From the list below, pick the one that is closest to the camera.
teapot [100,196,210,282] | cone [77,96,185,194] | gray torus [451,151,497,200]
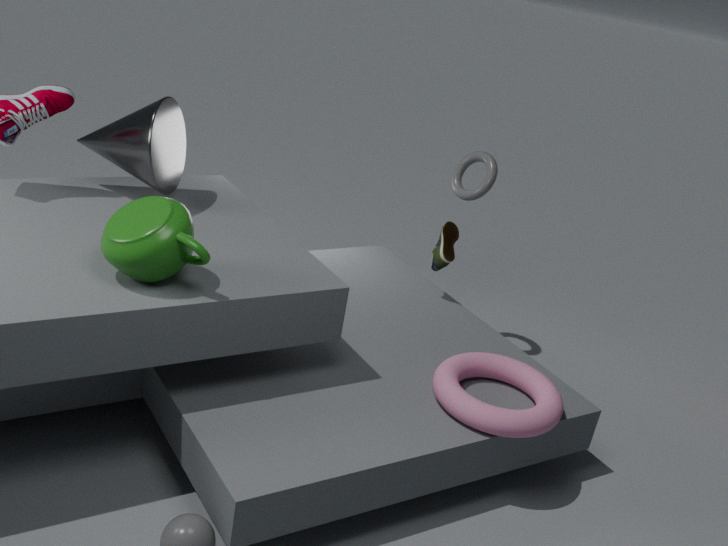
teapot [100,196,210,282]
